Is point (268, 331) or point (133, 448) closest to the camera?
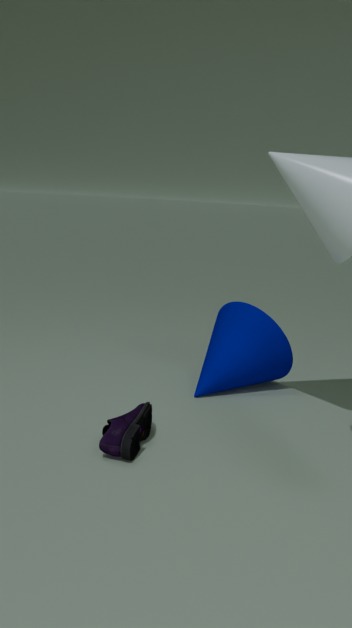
point (133, 448)
